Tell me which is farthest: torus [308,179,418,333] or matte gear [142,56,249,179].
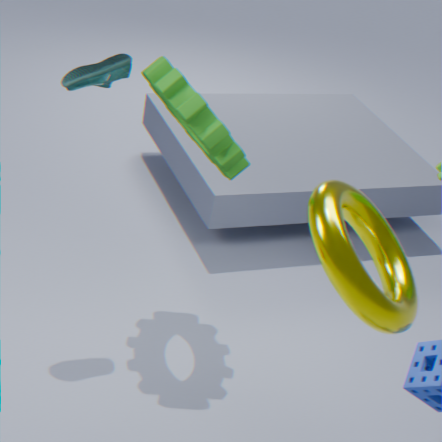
matte gear [142,56,249,179]
